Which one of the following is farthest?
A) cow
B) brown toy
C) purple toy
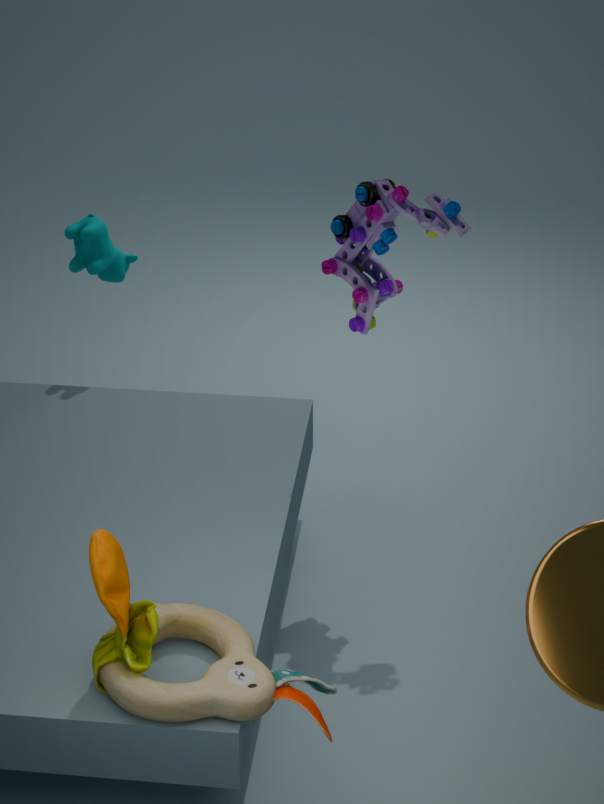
A. cow
